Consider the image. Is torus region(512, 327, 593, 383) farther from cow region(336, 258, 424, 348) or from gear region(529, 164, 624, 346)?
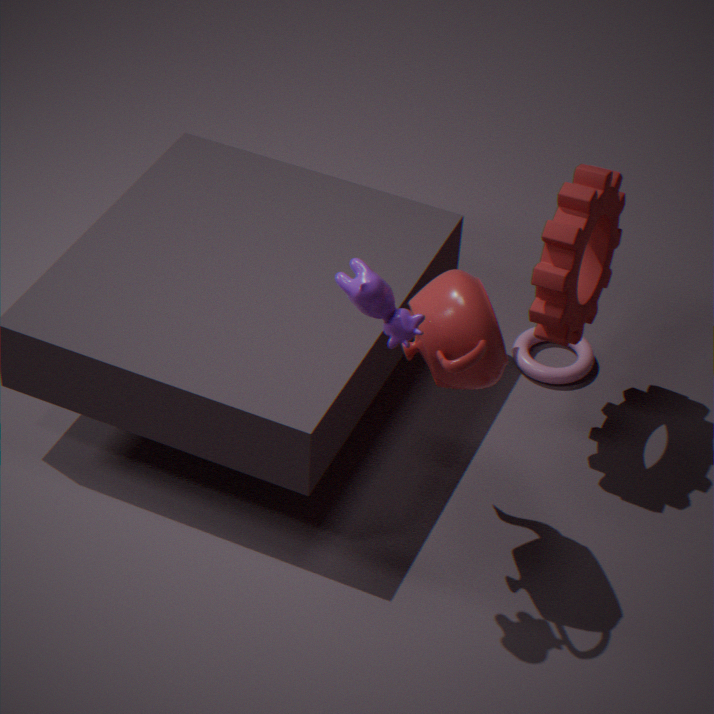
cow region(336, 258, 424, 348)
